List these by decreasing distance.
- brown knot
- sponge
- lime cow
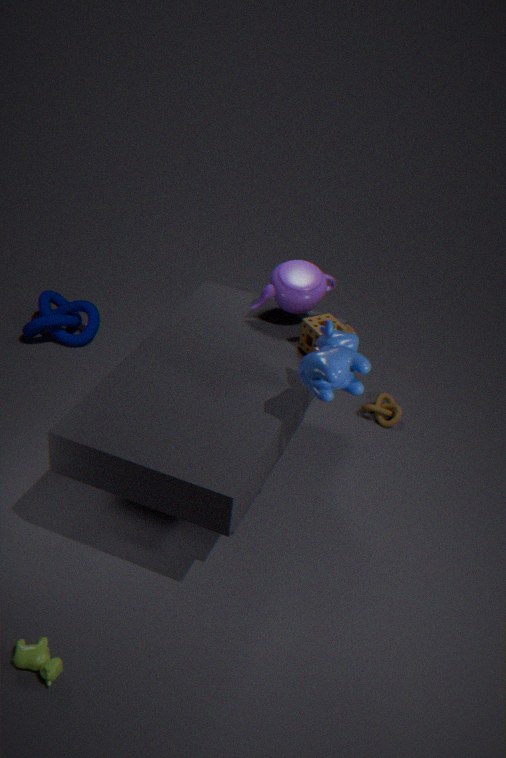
brown knot
sponge
lime cow
